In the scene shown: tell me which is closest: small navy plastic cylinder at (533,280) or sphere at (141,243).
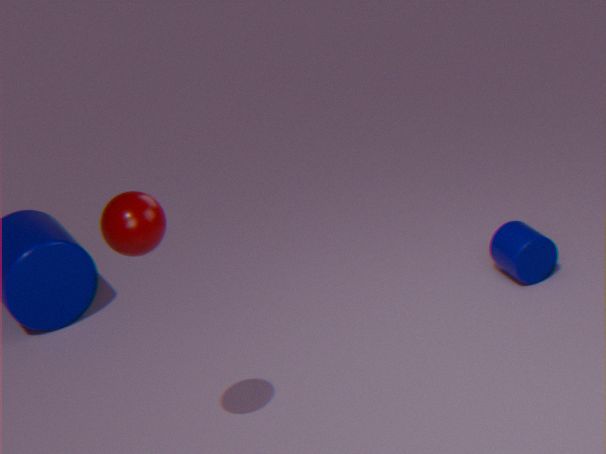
sphere at (141,243)
